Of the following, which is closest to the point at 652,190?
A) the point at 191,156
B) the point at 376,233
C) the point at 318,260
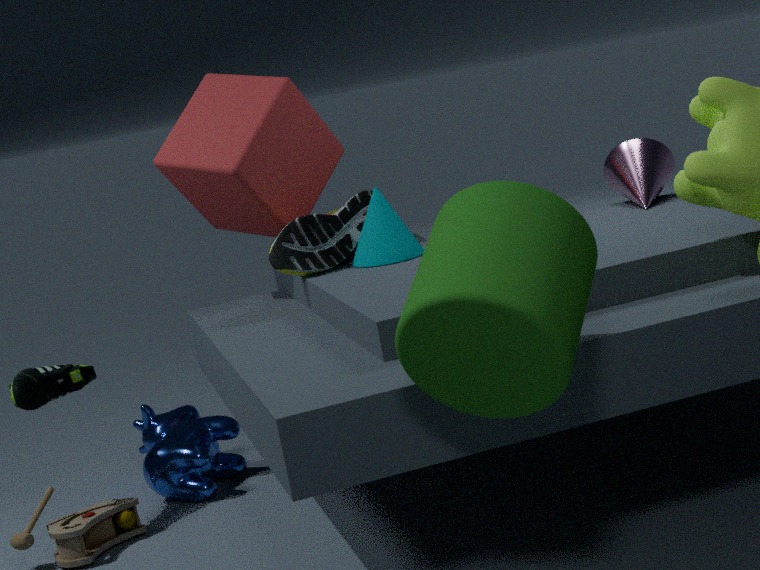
the point at 376,233
